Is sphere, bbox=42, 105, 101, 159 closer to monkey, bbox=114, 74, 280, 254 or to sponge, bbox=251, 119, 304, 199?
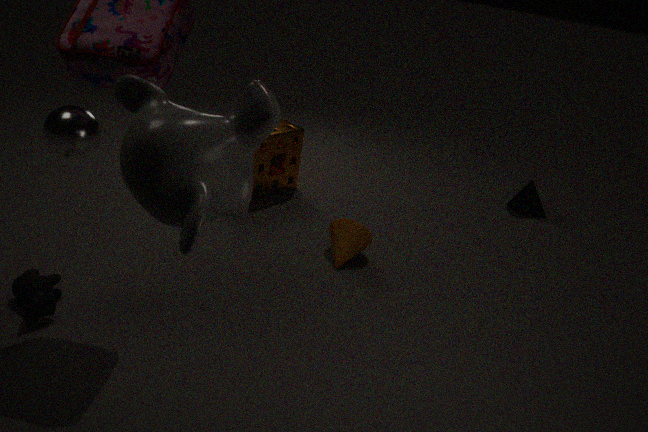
monkey, bbox=114, 74, 280, 254
